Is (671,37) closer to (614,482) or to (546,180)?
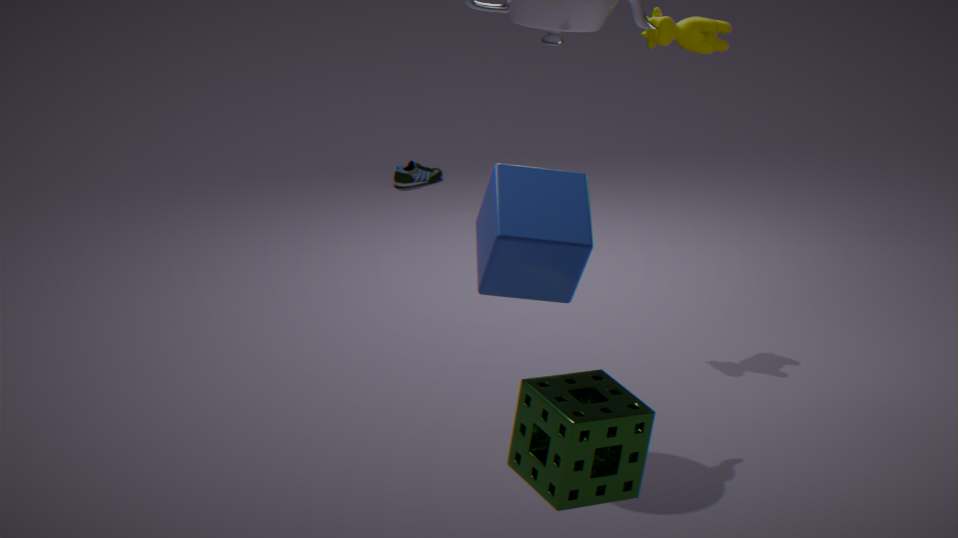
(546,180)
